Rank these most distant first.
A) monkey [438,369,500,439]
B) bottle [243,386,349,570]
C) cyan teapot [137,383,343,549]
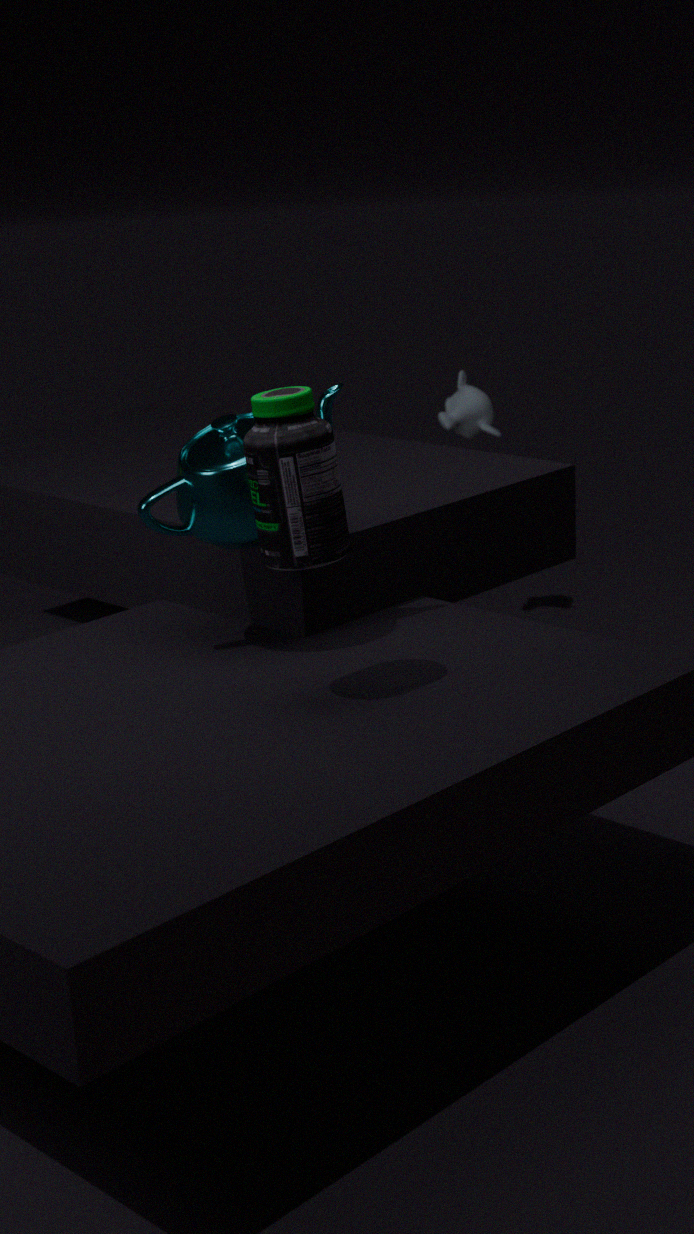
monkey [438,369,500,439] → cyan teapot [137,383,343,549] → bottle [243,386,349,570]
